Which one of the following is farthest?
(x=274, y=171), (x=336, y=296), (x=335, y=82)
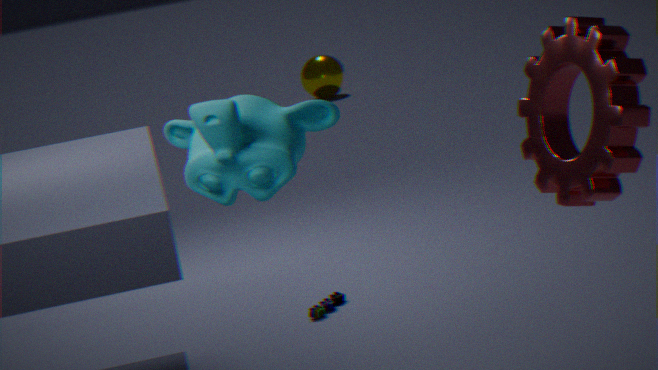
(x=335, y=82)
